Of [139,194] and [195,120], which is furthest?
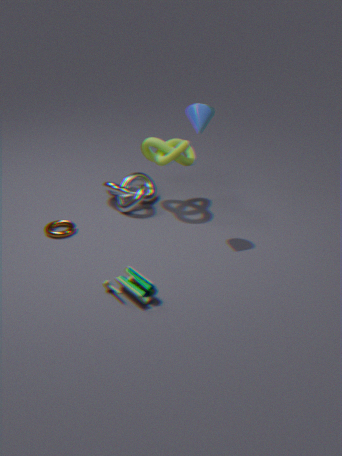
[139,194]
